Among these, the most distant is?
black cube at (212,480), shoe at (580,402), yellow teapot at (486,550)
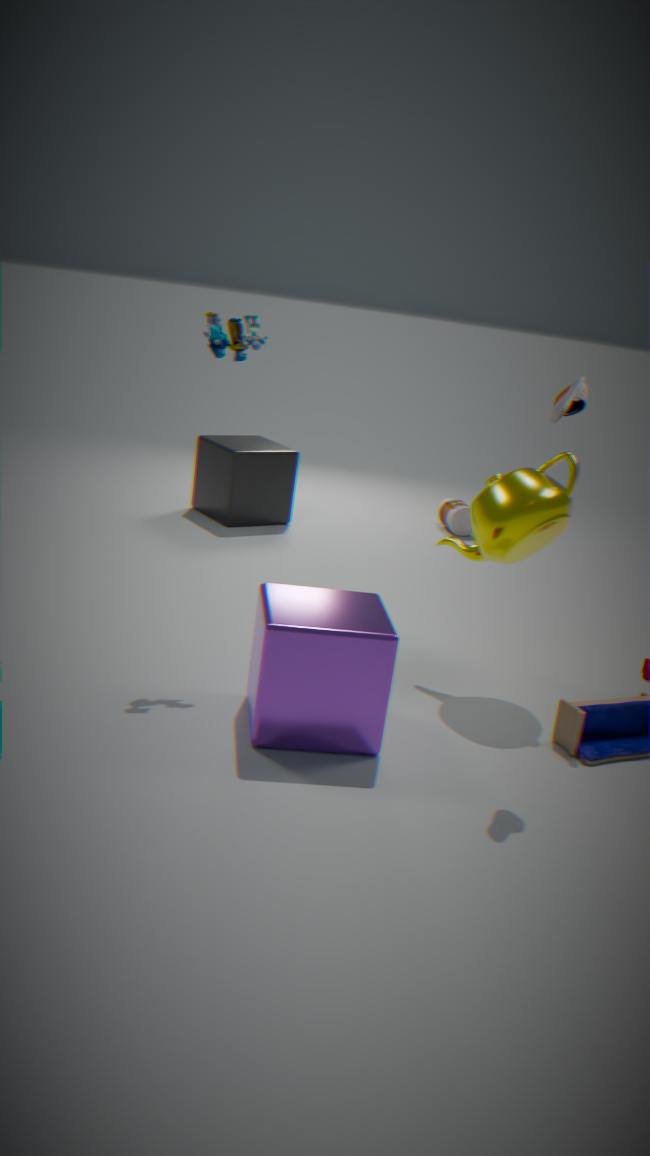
black cube at (212,480)
